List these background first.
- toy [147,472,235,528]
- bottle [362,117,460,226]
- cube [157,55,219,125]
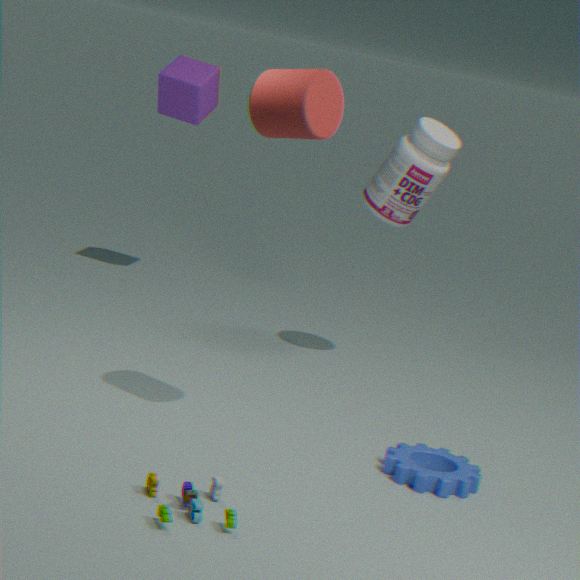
1. cube [157,55,219,125]
2. bottle [362,117,460,226]
3. toy [147,472,235,528]
